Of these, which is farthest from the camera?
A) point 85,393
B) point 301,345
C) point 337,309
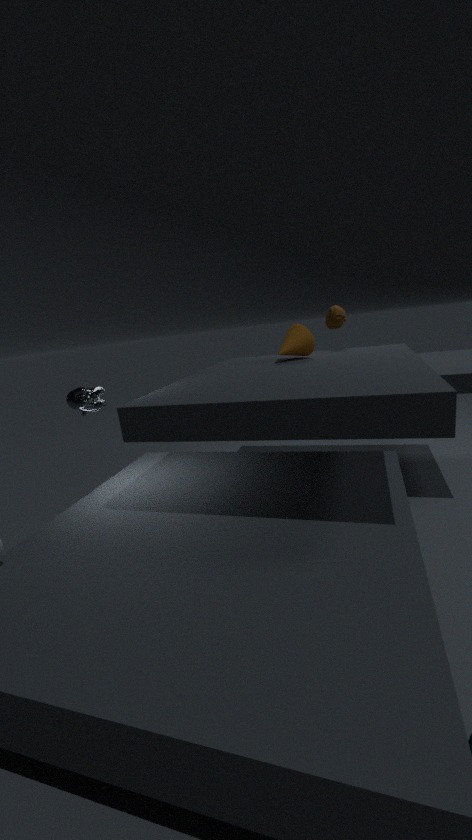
point 337,309
